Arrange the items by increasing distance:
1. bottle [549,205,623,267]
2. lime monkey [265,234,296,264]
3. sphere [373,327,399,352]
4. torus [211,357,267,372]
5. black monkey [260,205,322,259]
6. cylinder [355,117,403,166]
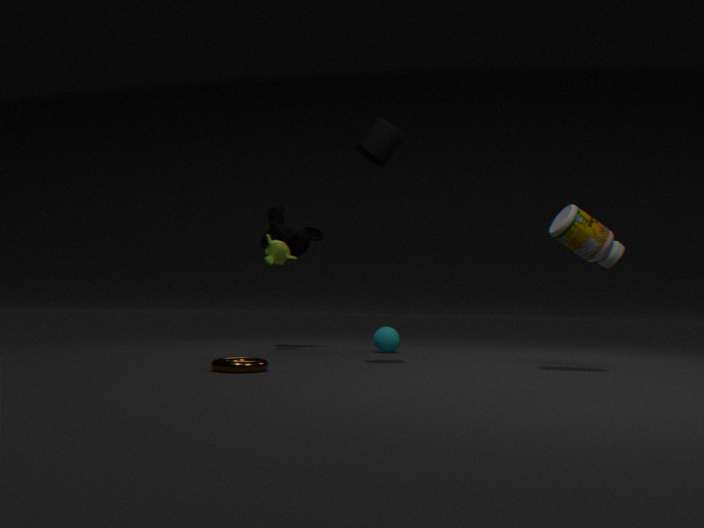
torus [211,357,267,372], bottle [549,205,623,267], cylinder [355,117,403,166], lime monkey [265,234,296,264], sphere [373,327,399,352], black monkey [260,205,322,259]
